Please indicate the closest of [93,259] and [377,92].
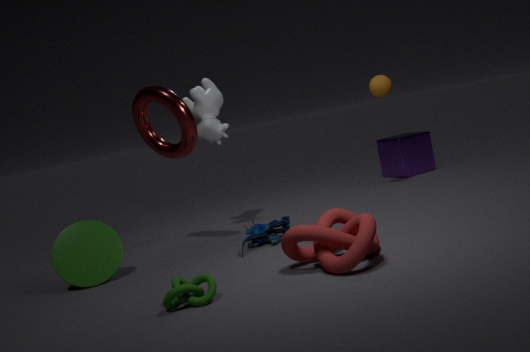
[93,259]
